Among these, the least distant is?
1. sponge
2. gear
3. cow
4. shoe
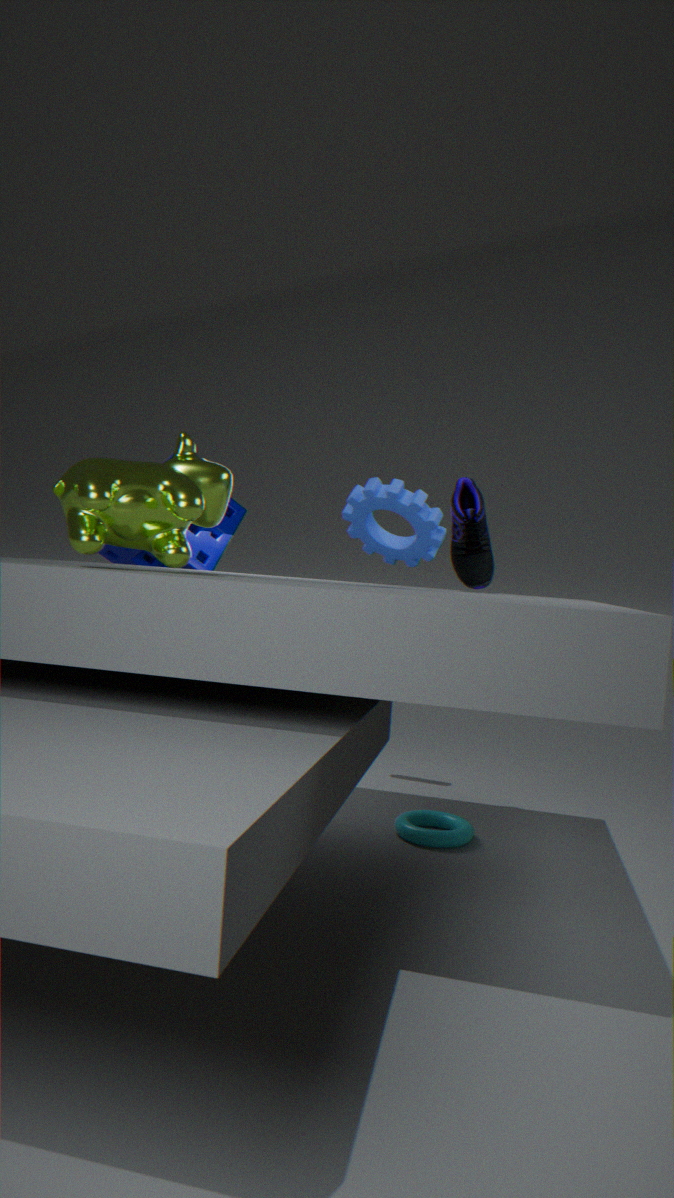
cow
